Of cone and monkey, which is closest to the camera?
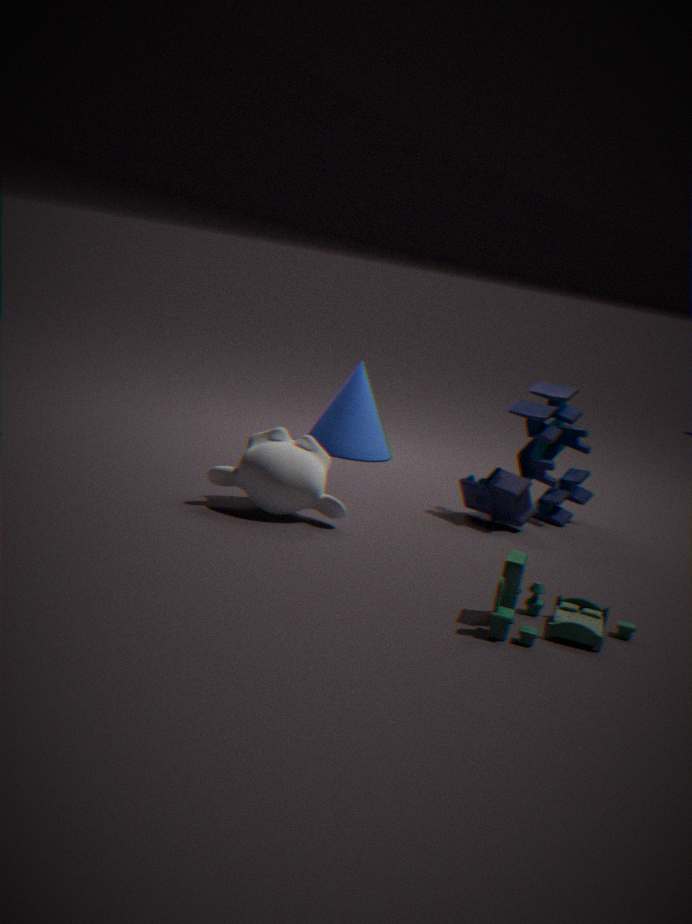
monkey
